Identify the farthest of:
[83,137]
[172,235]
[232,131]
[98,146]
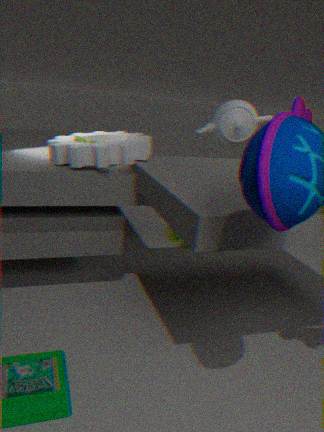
[172,235]
